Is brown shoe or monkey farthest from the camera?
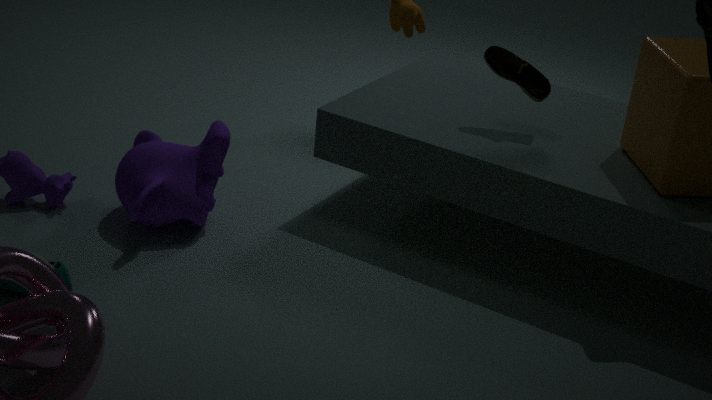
brown shoe
